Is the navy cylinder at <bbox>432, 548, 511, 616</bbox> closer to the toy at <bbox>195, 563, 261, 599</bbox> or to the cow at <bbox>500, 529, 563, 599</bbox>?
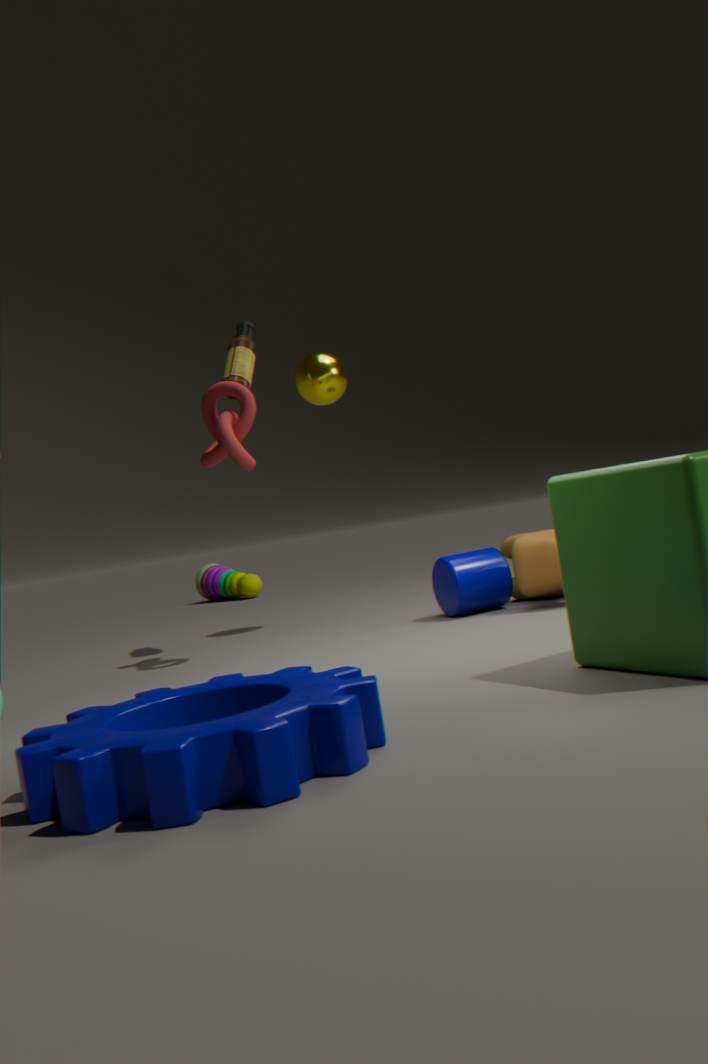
the cow at <bbox>500, 529, 563, 599</bbox>
